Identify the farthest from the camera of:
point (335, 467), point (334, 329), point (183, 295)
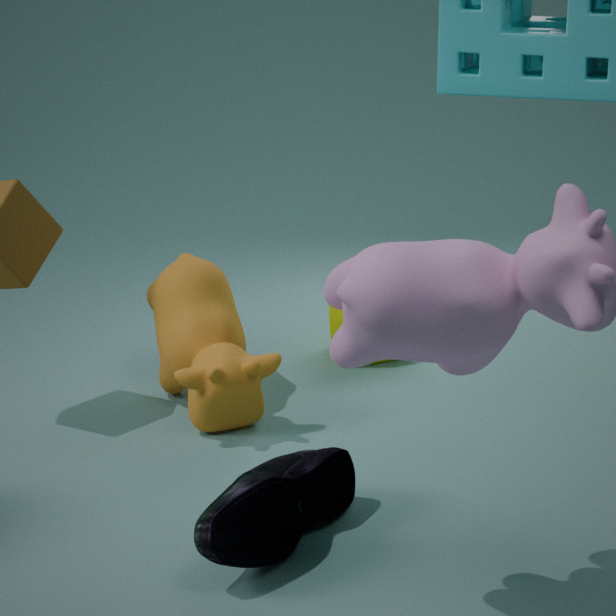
point (334, 329)
